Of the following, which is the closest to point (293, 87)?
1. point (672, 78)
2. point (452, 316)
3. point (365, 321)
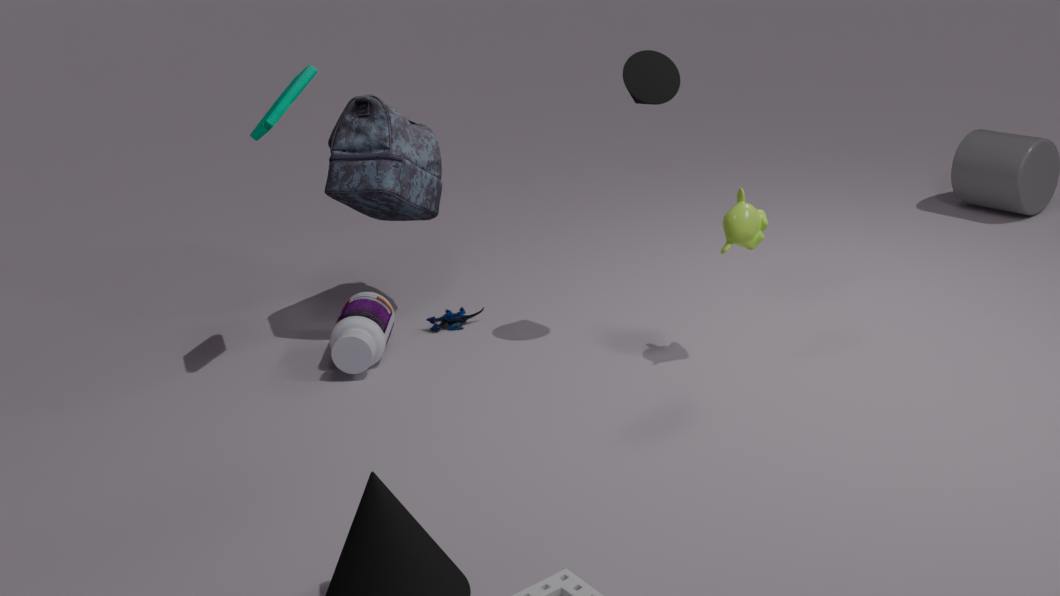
point (365, 321)
